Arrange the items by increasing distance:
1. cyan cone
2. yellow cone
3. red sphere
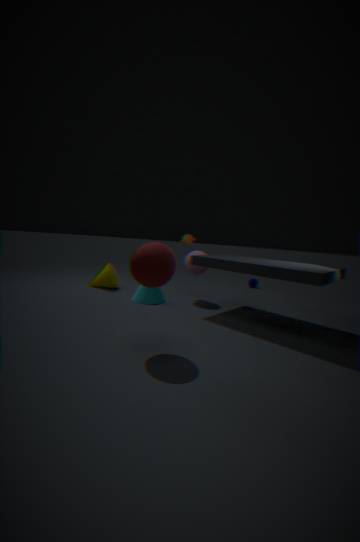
red sphere < cyan cone < yellow cone
